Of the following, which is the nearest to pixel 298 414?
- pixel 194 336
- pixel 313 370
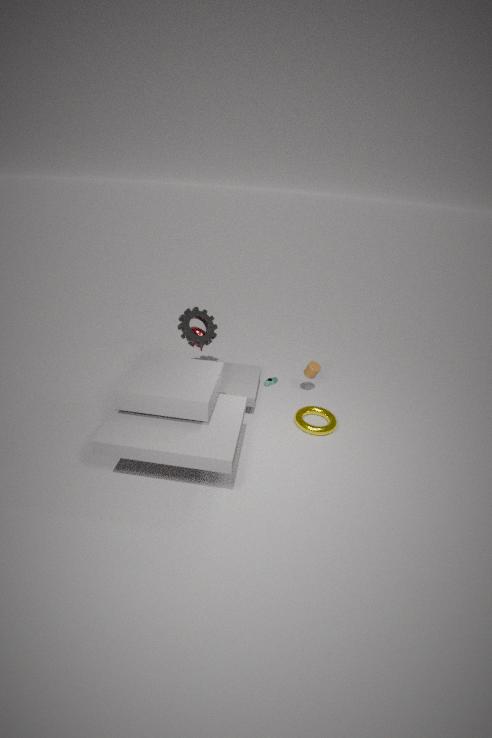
pixel 313 370
